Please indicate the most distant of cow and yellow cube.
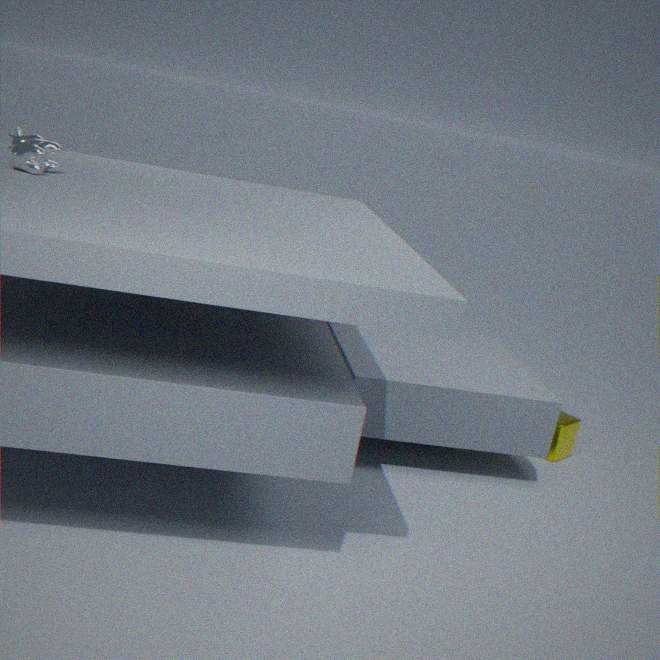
yellow cube
